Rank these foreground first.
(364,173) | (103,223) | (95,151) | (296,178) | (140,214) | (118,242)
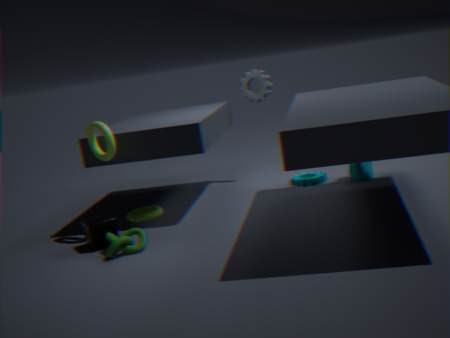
(118,242) → (103,223) → (95,151) → (140,214) → (364,173) → (296,178)
